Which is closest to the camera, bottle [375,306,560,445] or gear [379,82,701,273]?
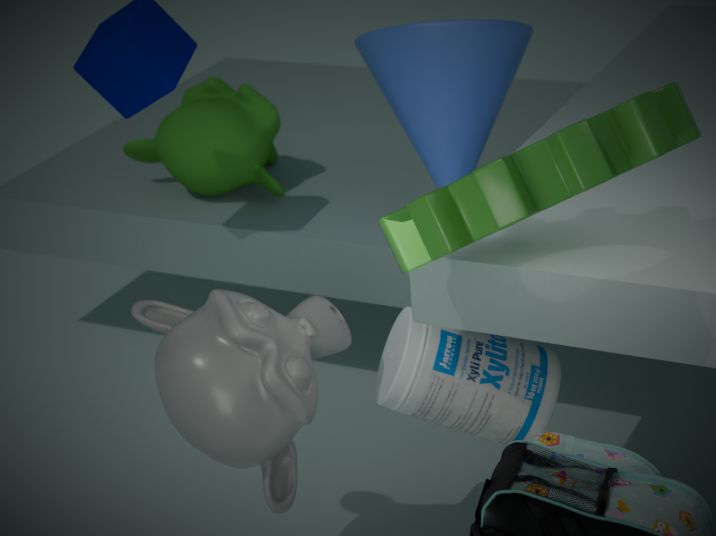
gear [379,82,701,273]
